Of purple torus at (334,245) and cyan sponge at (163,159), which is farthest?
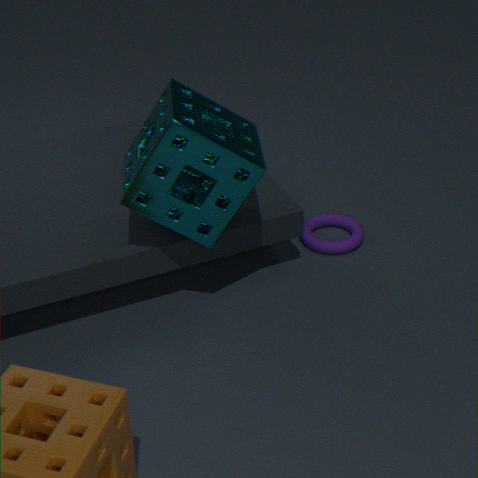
purple torus at (334,245)
